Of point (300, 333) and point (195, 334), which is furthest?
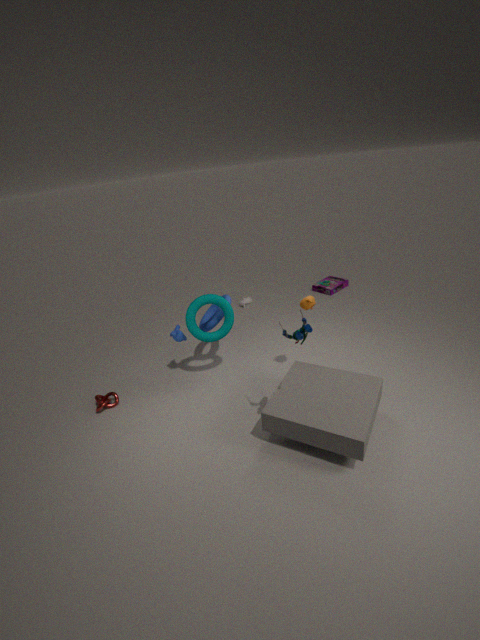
point (195, 334)
